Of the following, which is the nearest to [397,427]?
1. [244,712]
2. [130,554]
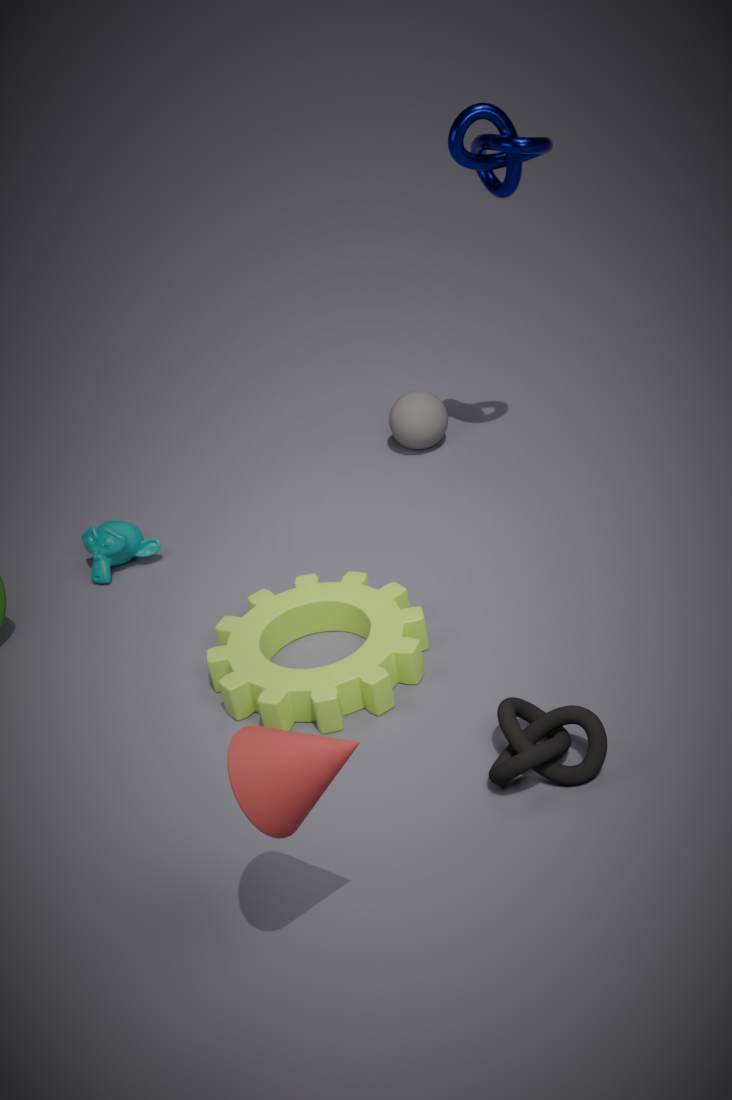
[130,554]
